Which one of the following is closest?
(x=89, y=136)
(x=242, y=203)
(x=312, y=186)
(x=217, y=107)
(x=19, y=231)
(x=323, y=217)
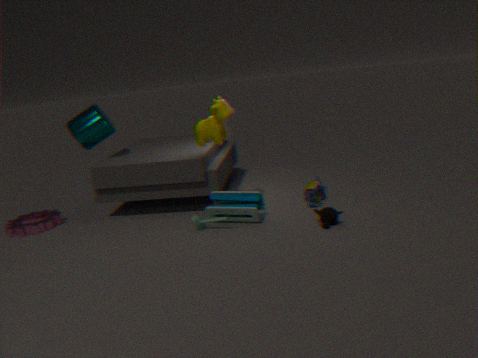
(x=323, y=217)
